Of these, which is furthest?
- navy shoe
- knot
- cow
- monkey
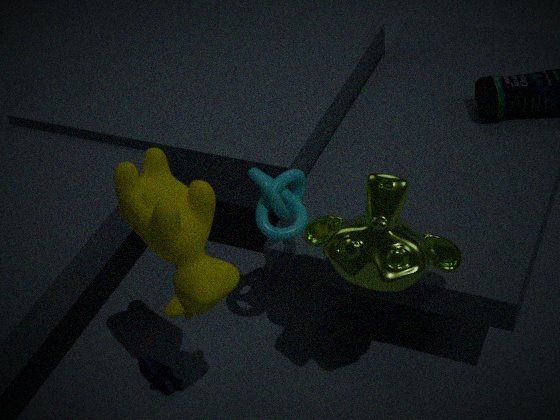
navy shoe
